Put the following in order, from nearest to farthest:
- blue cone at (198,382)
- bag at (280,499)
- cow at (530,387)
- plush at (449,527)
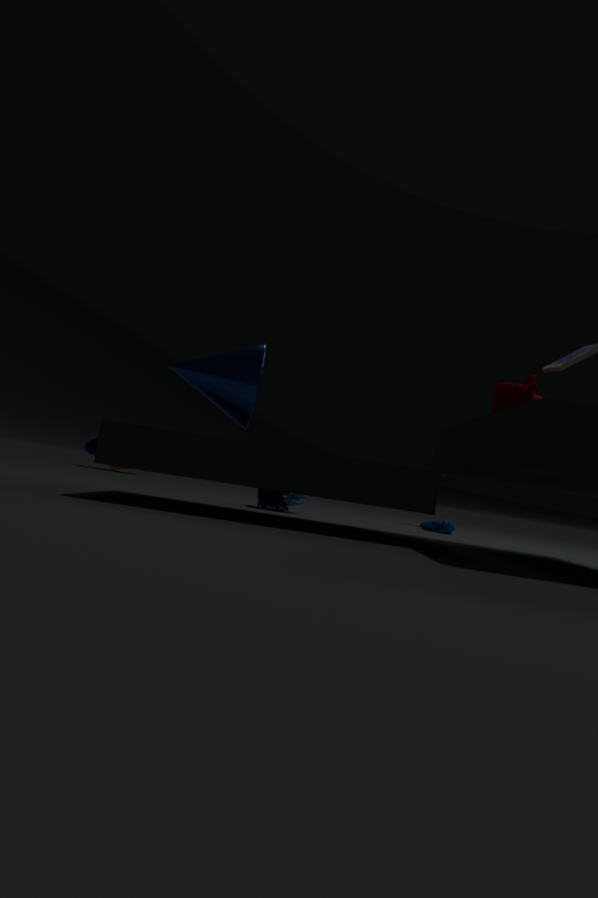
blue cone at (198,382), cow at (530,387), bag at (280,499), plush at (449,527)
